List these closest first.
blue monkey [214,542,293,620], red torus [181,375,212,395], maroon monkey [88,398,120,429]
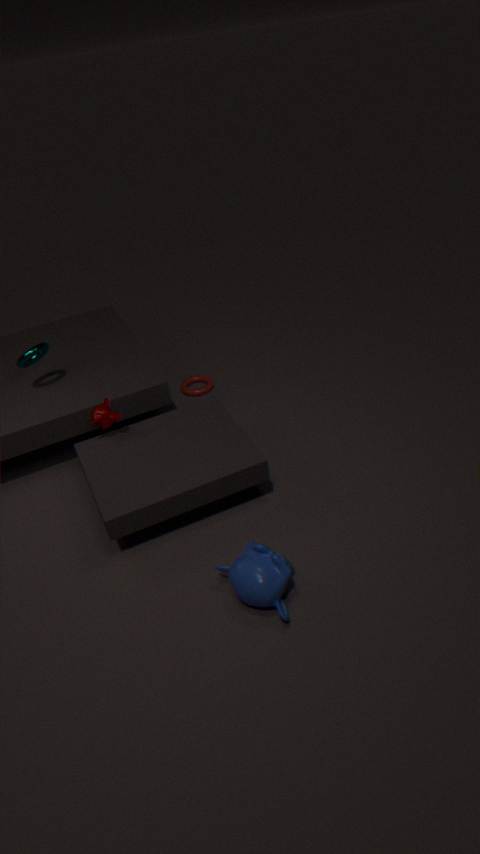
blue monkey [214,542,293,620] < maroon monkey [88,398,120,429] < red torus [181,375,212,395]
